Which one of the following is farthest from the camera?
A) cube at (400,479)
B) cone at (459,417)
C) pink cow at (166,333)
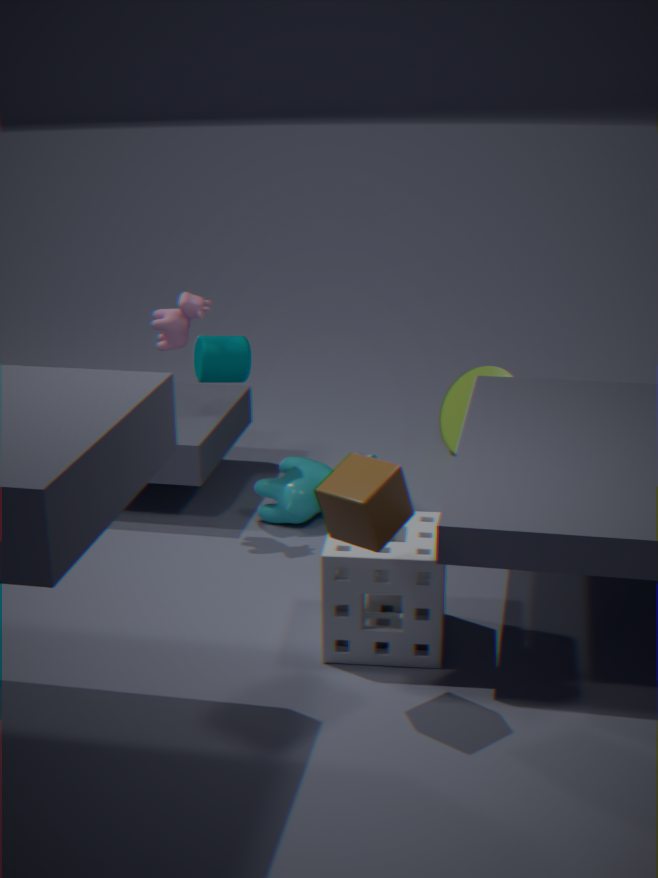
B. cone at (459,417)
